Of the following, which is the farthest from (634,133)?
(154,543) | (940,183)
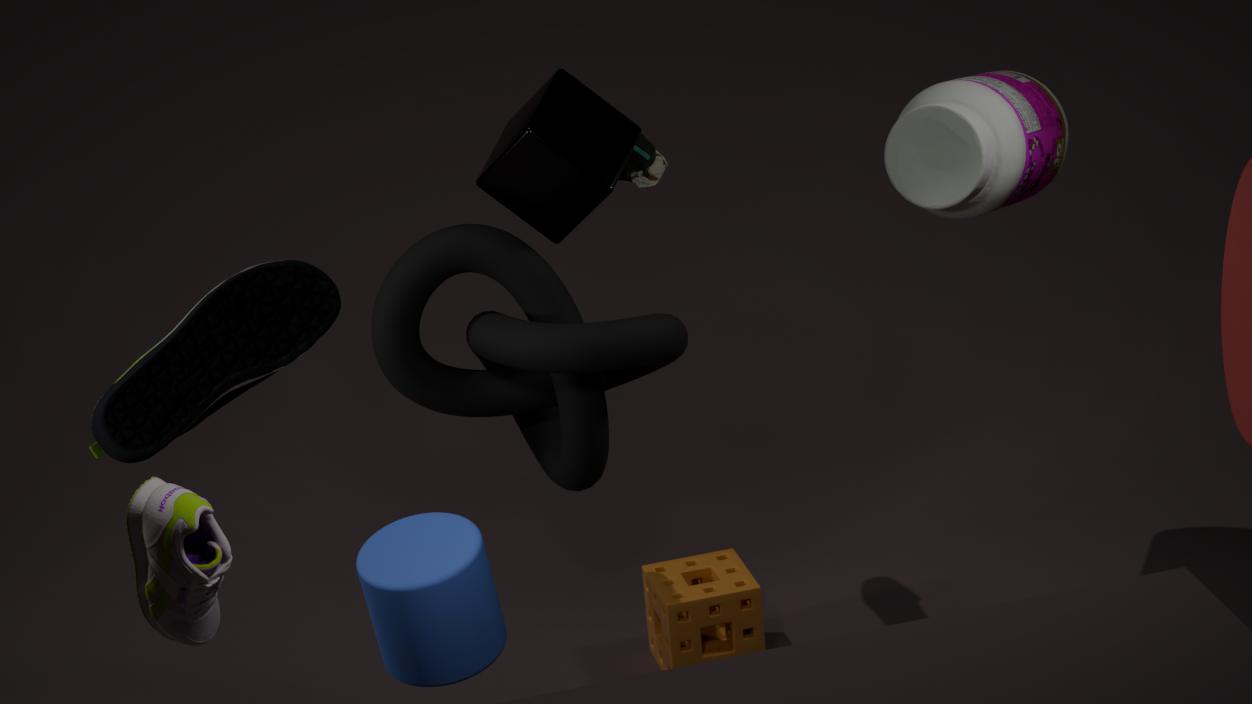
(154,543)
